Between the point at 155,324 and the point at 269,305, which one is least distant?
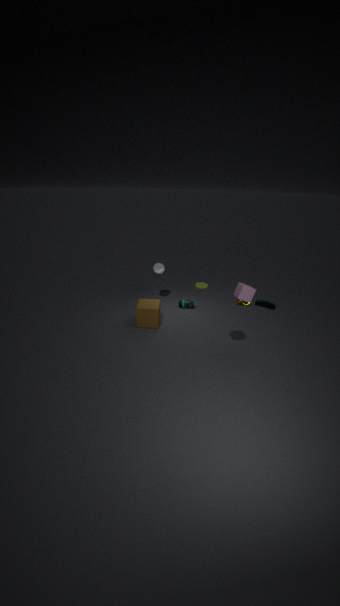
the point at 155,324
